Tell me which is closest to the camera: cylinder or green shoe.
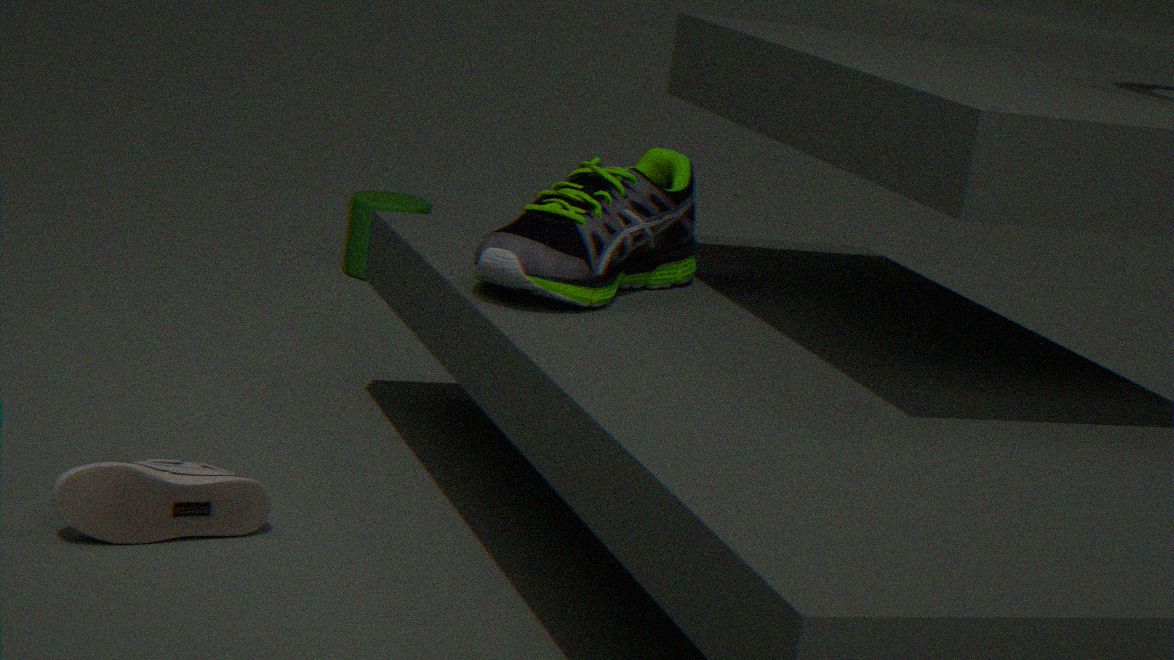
green shoe
